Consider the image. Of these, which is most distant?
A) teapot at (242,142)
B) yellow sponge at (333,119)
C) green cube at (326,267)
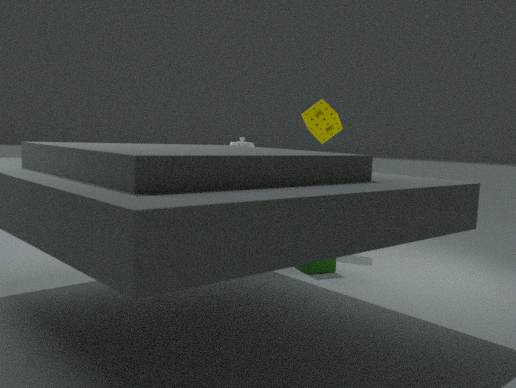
yellow sponge at (333,119)
